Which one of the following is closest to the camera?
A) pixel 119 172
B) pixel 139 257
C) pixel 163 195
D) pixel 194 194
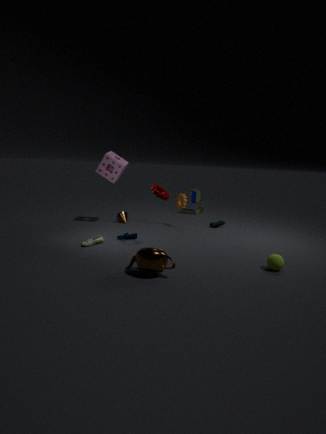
pixel 139 257
